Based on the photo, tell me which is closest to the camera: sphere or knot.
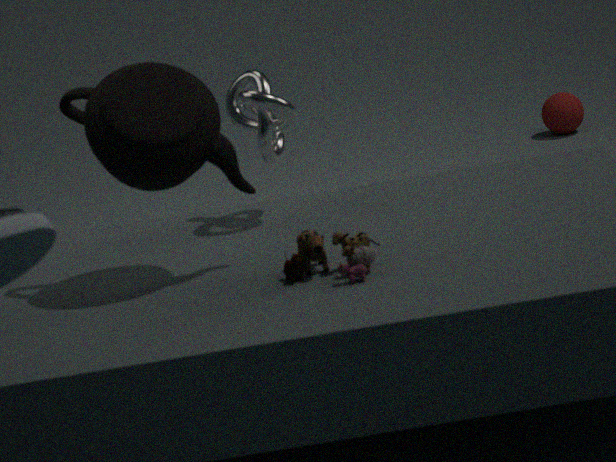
knot
